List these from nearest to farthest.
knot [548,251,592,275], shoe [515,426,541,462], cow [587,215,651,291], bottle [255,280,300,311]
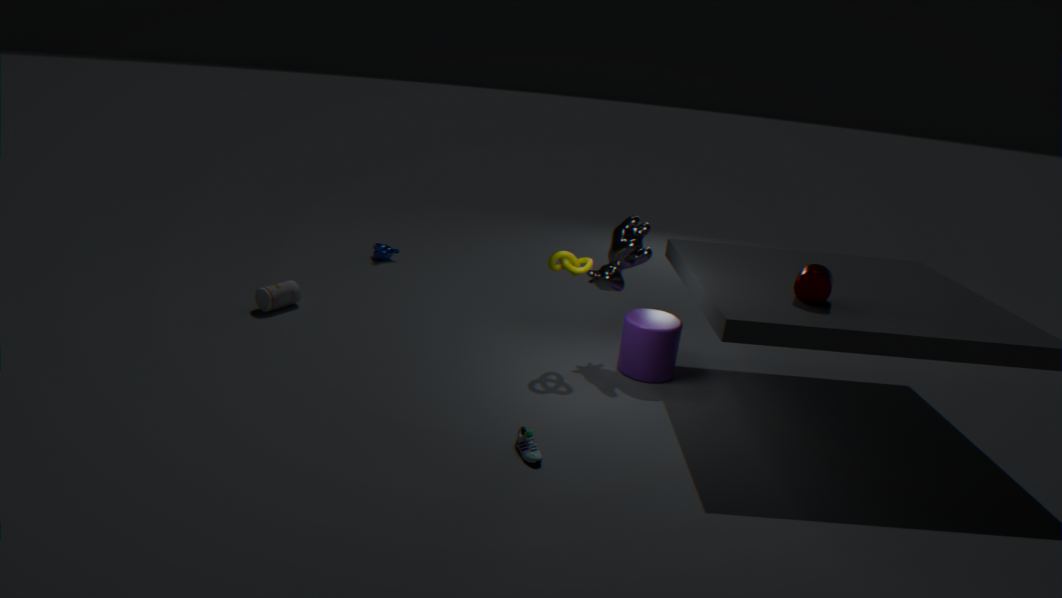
shoe [515,426,541,462], knot [548,251,592,275], cow [587,215,651,291], bottle [255,280,300,311]
